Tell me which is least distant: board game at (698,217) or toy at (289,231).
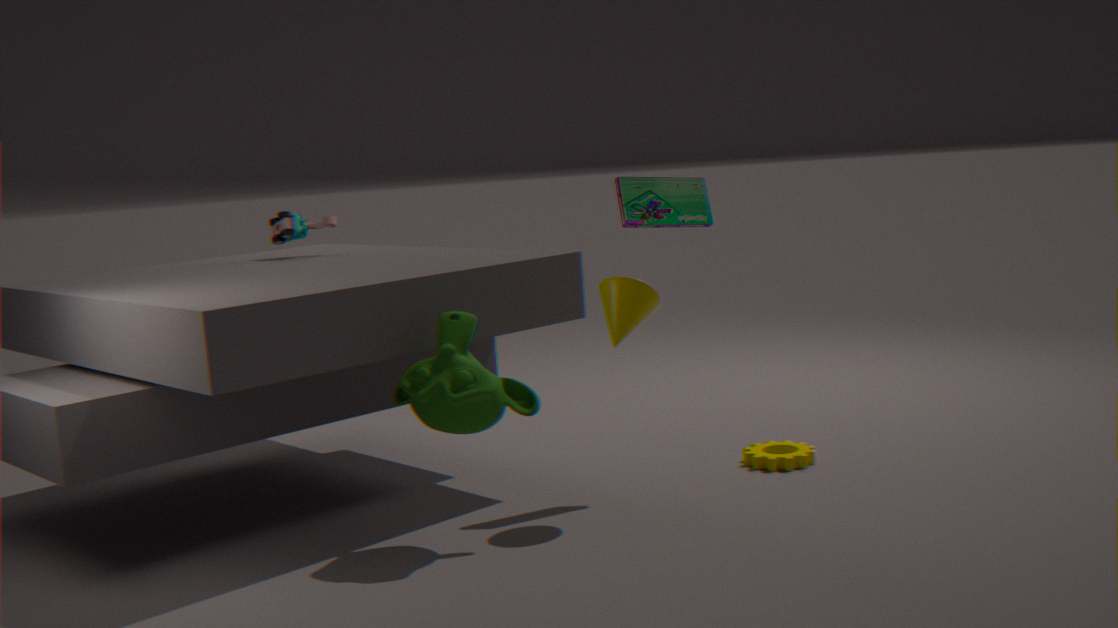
board game at (698,217)
